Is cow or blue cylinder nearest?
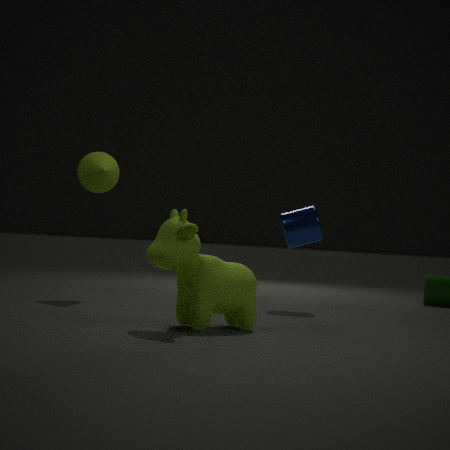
cow
